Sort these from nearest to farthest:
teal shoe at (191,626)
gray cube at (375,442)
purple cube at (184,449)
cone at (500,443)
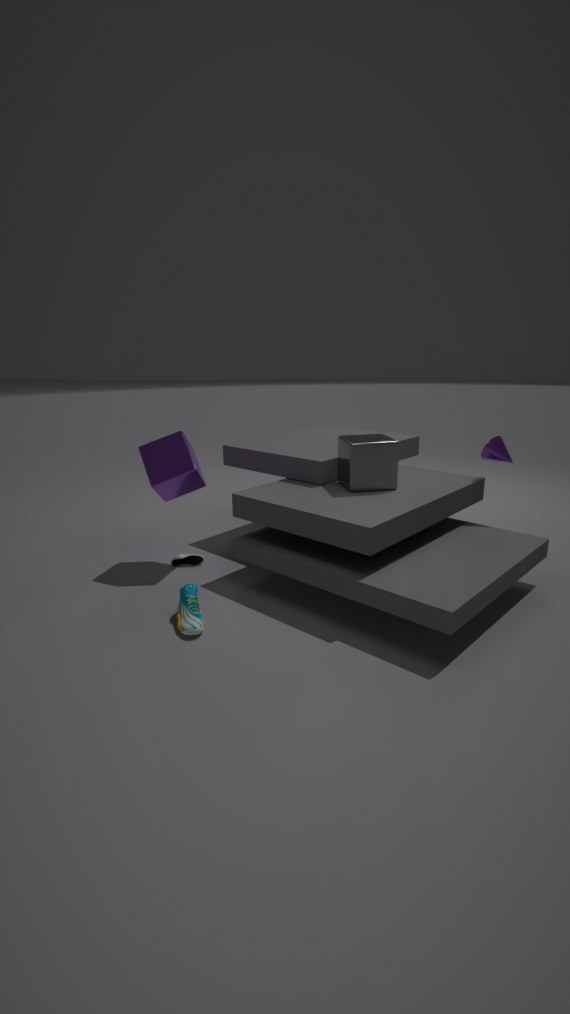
1. teal shoe at (191,626)
2. gray cube at (375,442)
3. purple cube at (184,449)
4. cone at (500,443)
